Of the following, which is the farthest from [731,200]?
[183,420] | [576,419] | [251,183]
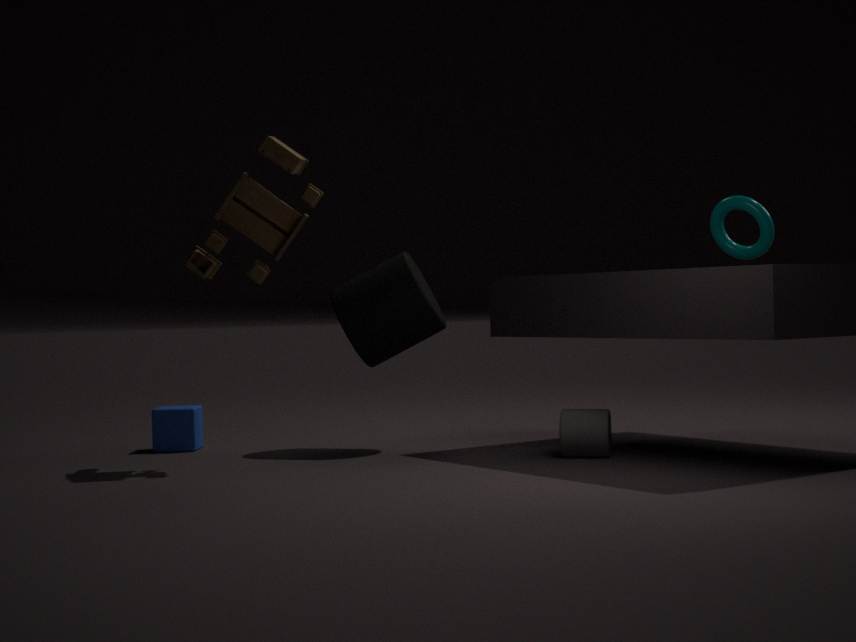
[183,420]
